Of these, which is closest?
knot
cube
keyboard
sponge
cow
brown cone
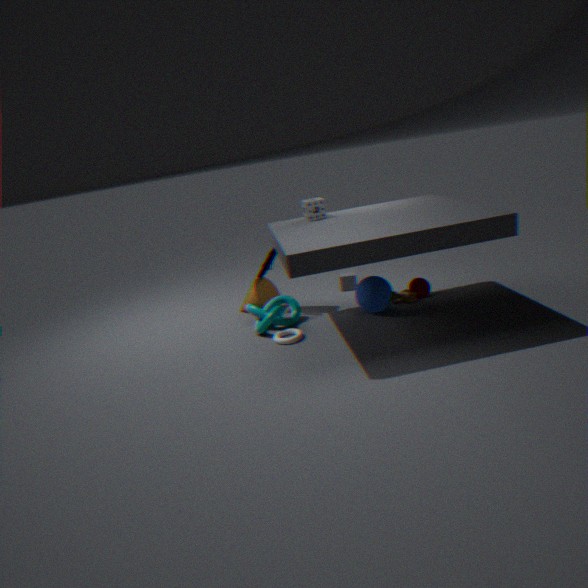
sponge
